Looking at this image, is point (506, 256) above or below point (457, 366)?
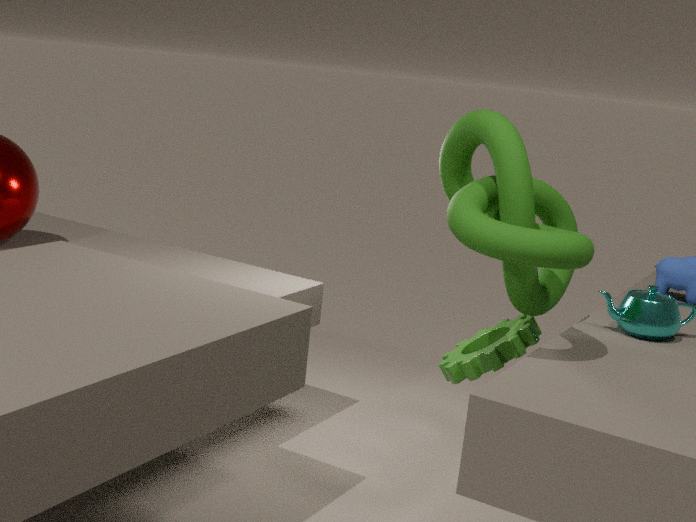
above
